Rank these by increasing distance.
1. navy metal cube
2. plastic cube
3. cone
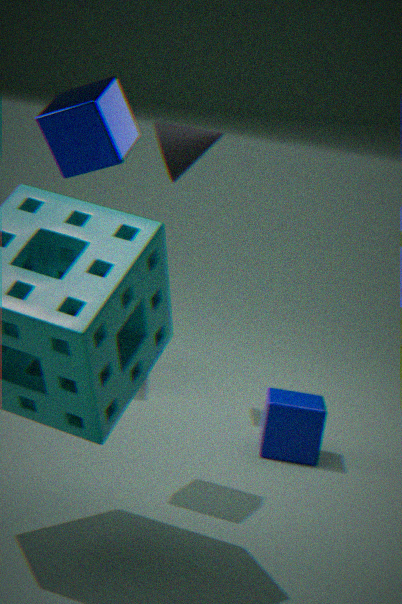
navy metal cube → plastic cube → cone
